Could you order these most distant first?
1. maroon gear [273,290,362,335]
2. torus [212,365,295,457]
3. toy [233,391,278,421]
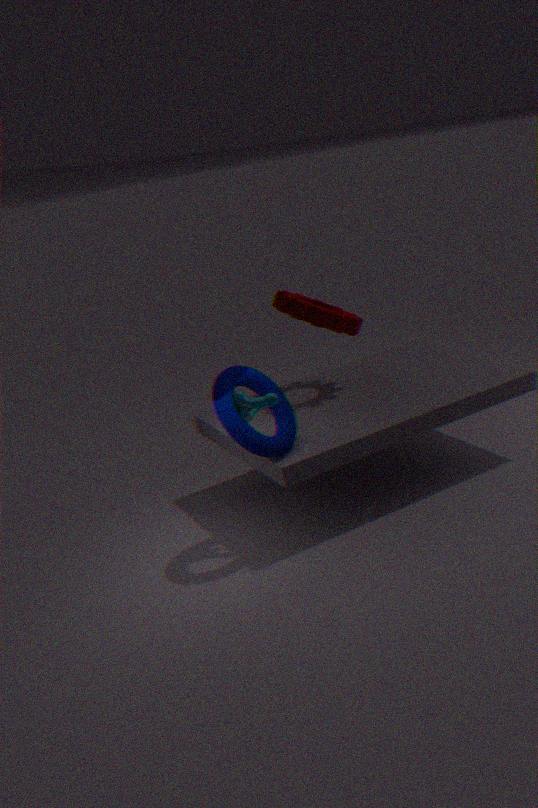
maroon gear [273,290,362,335]
toy [233,391,278,421]
torus [212,365,295,457]
